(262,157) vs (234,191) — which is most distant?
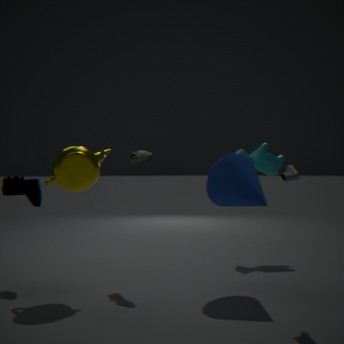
(262,157)
